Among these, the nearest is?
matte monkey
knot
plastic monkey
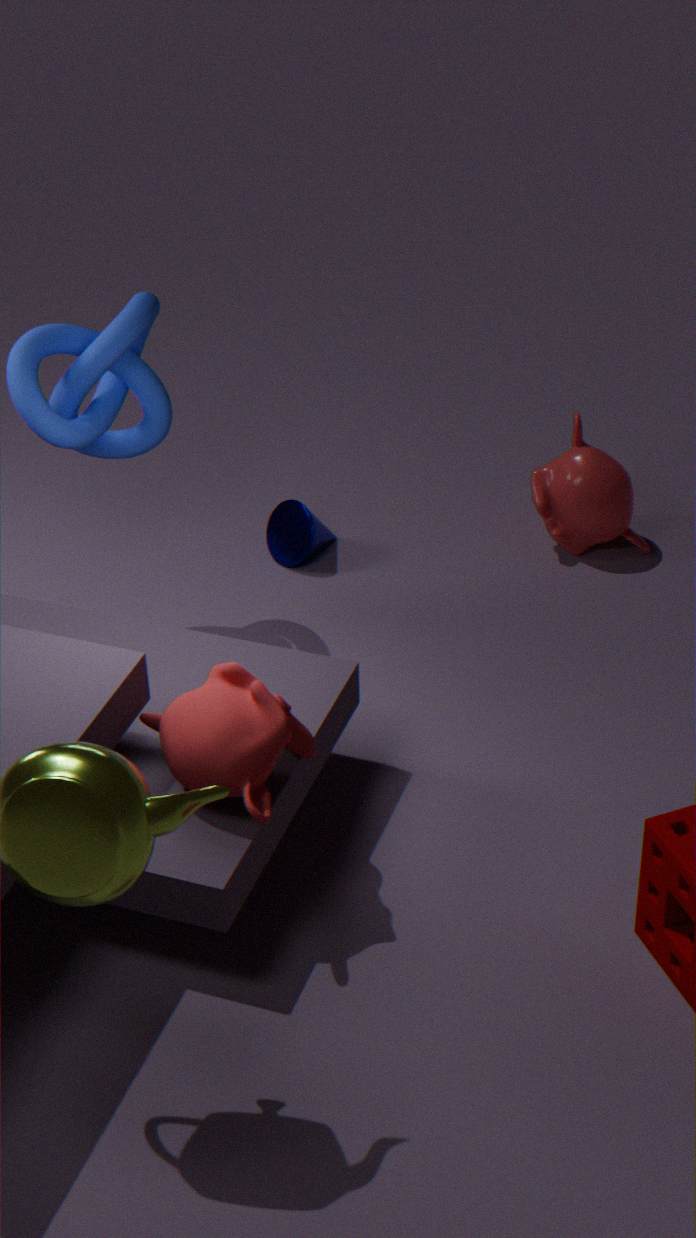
matte monkey
